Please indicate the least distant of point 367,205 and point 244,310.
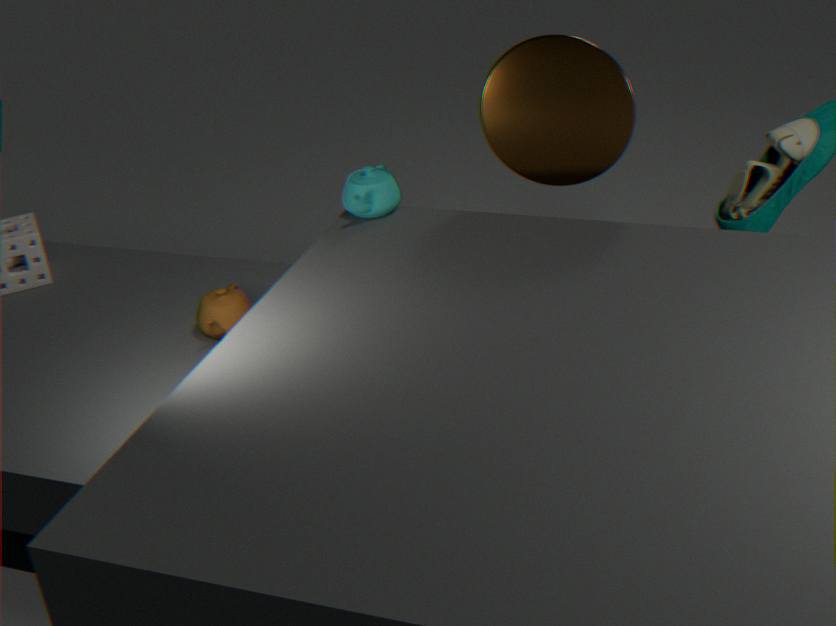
point 367,205
